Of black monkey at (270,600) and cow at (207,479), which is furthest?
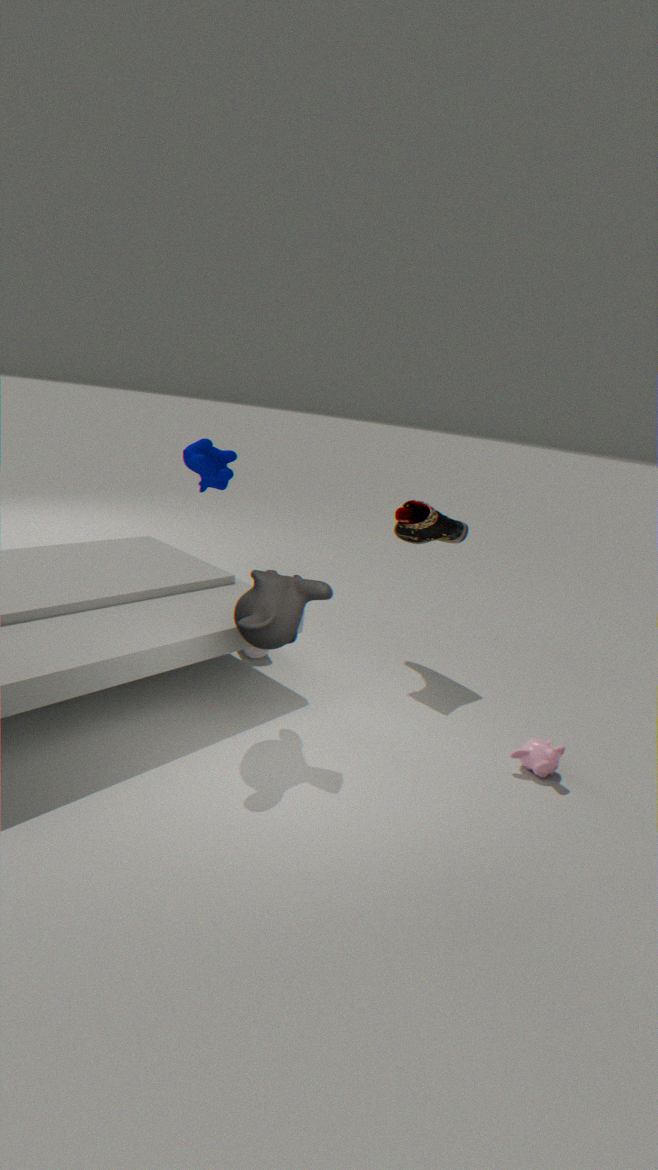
cow at (207,479)
